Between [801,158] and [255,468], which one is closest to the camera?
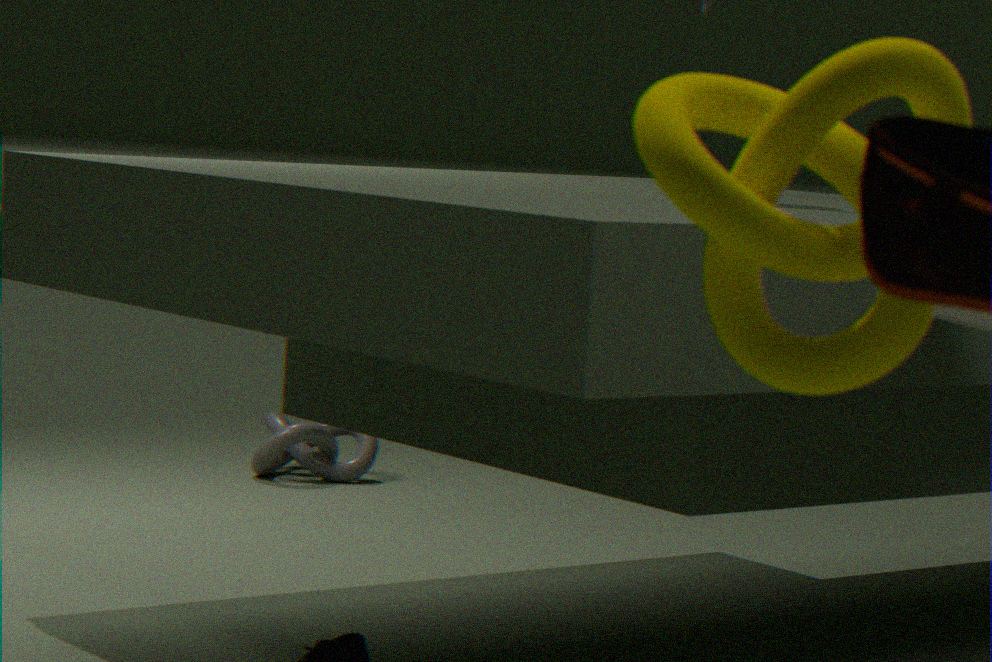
[801,158]
